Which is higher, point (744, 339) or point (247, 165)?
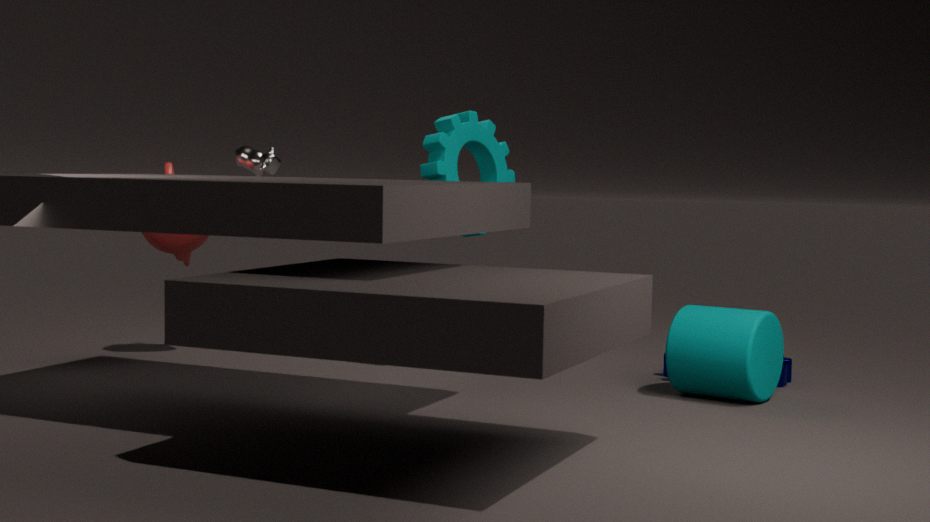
point (247, 165)
